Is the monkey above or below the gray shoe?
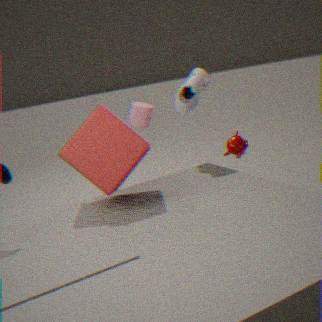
below
